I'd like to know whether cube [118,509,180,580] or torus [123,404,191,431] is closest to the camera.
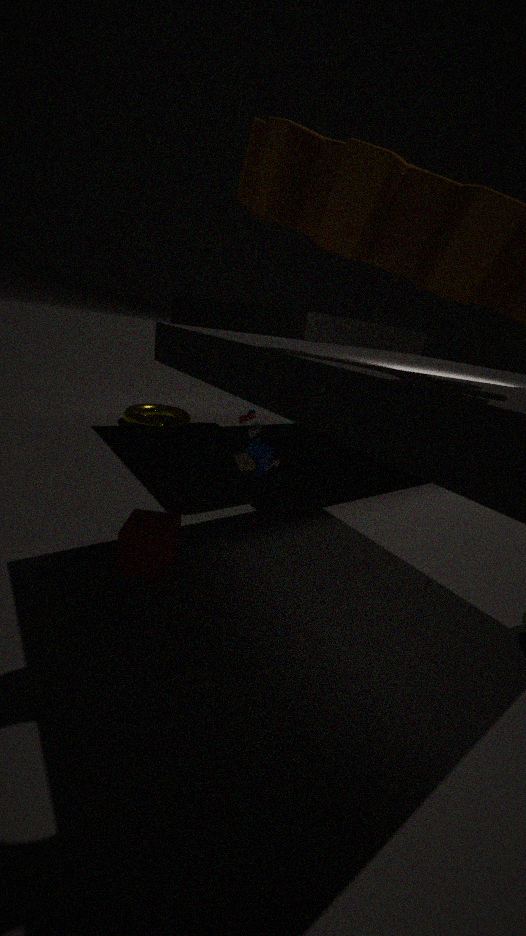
cube [118,509,180,580]
